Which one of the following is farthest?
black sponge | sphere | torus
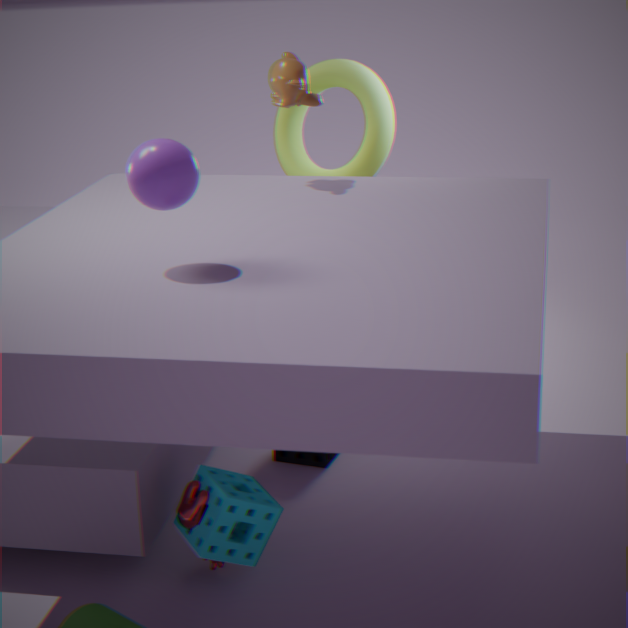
torus
